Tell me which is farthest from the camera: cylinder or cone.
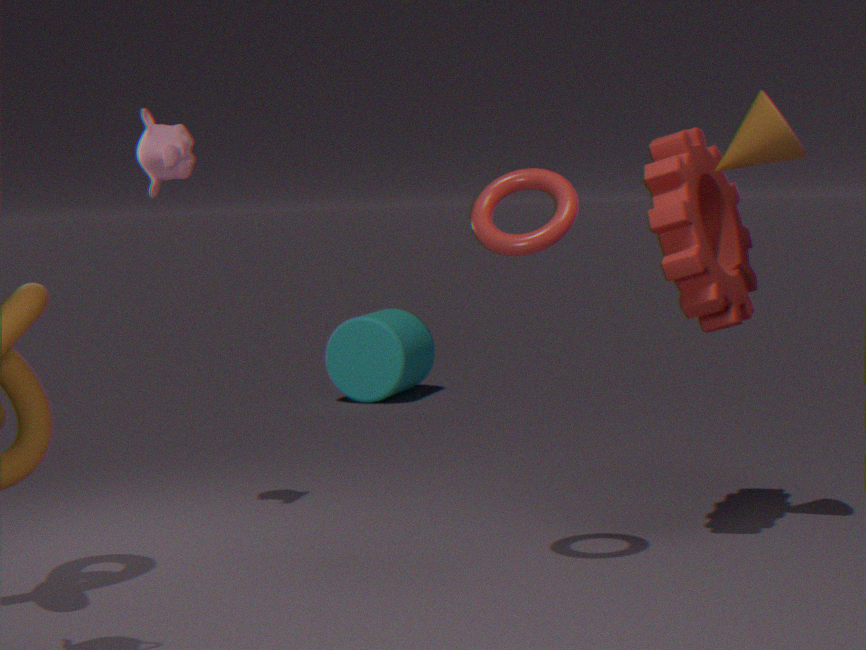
cylinder
